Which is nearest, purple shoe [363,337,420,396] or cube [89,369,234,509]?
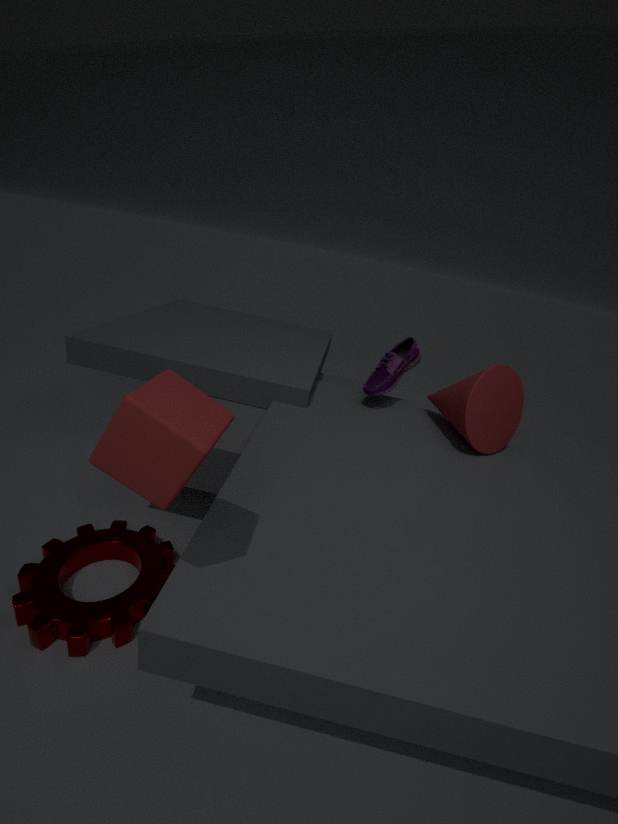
cube [89,369,234,509]
